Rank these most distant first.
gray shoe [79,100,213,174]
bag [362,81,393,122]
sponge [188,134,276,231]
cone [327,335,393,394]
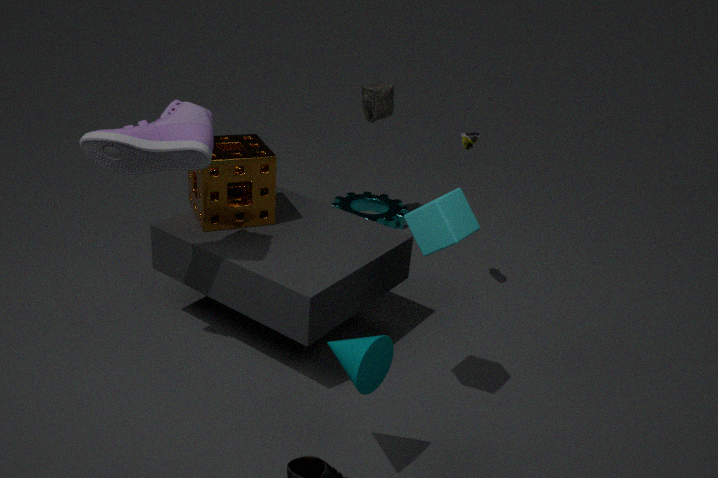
bag [362,81,393,122] → sponge [188,134,276,231] → gray shoe [79,100,213,174] → cone [327,335,393,394]
